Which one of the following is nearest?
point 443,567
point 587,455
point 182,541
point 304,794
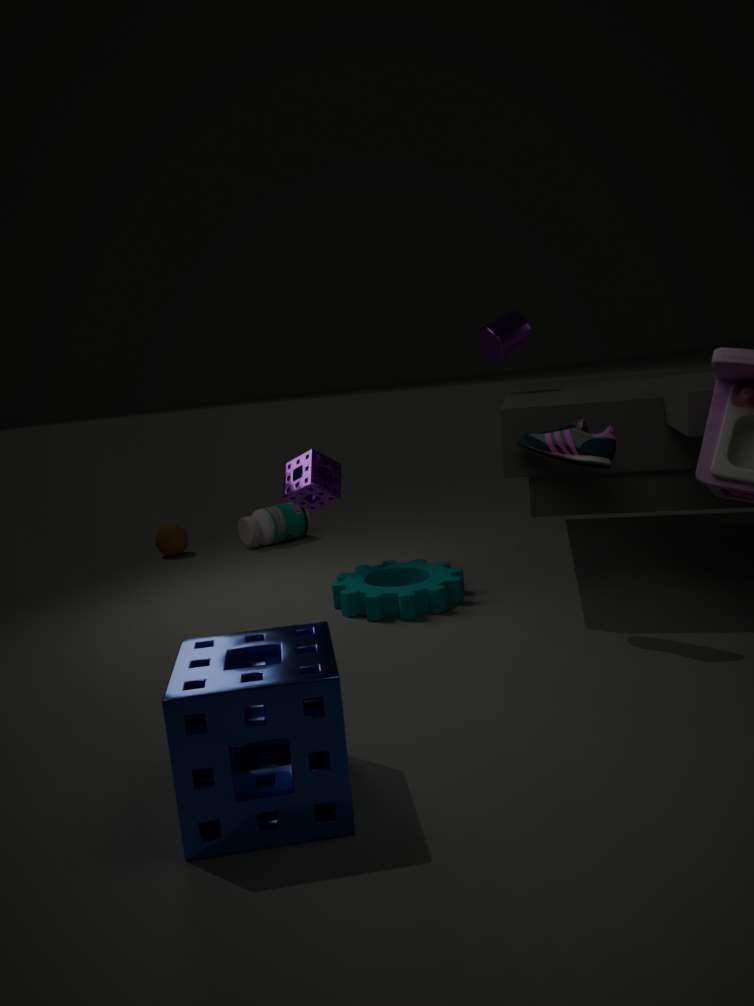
point 304,794
